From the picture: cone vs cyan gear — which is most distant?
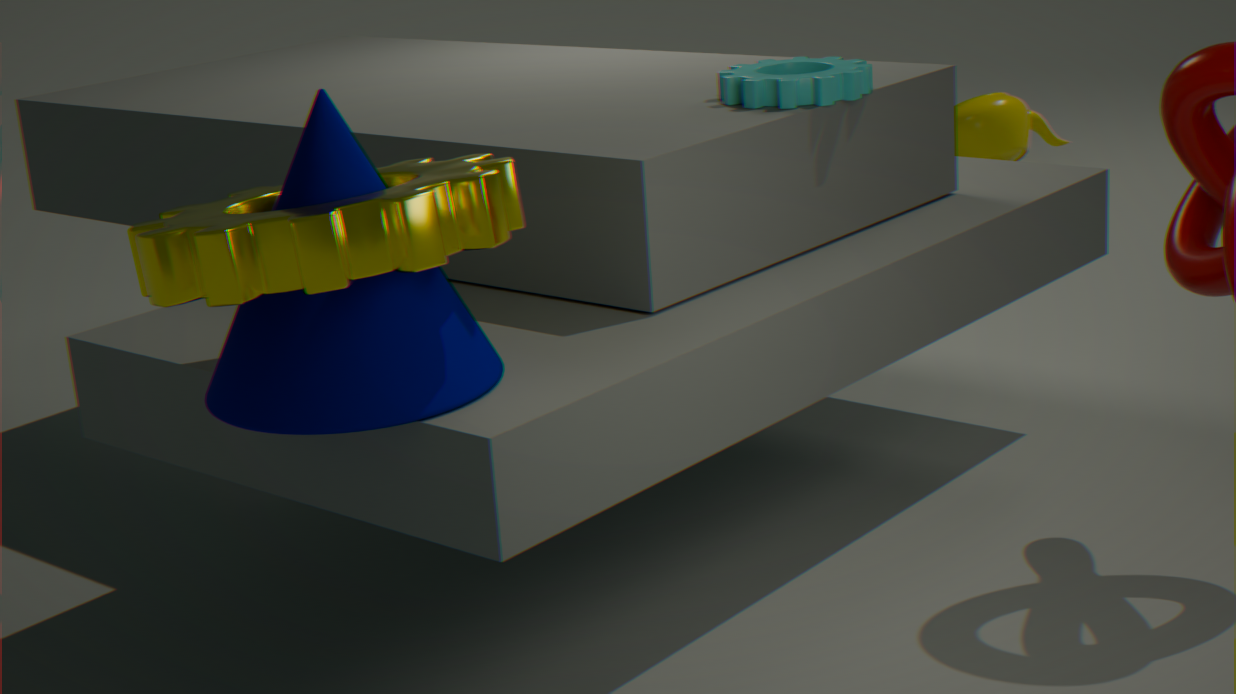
cyan gear
